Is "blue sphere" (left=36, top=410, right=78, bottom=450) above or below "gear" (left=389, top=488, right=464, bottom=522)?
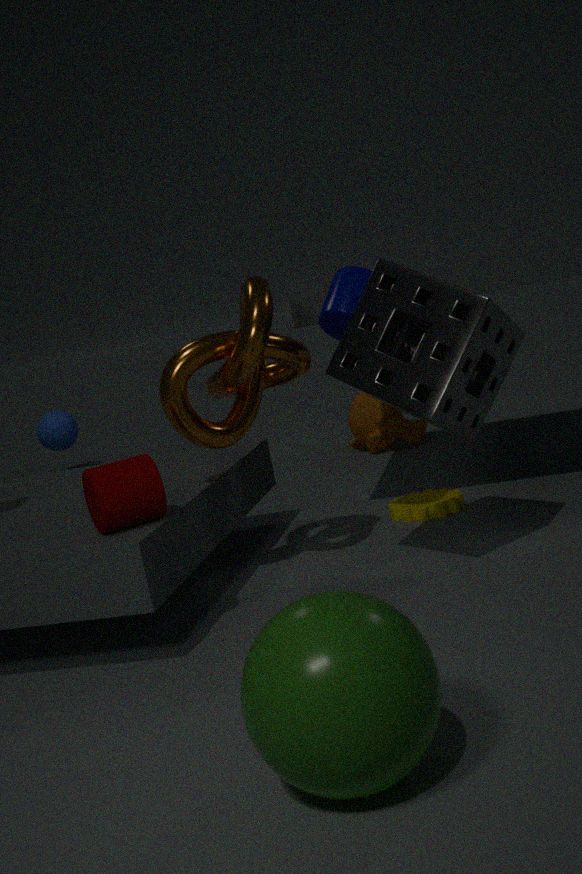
above
